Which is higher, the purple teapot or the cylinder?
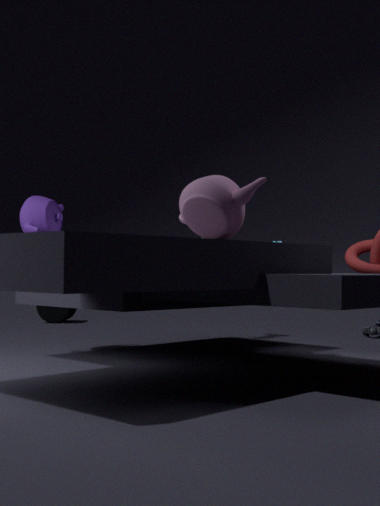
the purple teapot
